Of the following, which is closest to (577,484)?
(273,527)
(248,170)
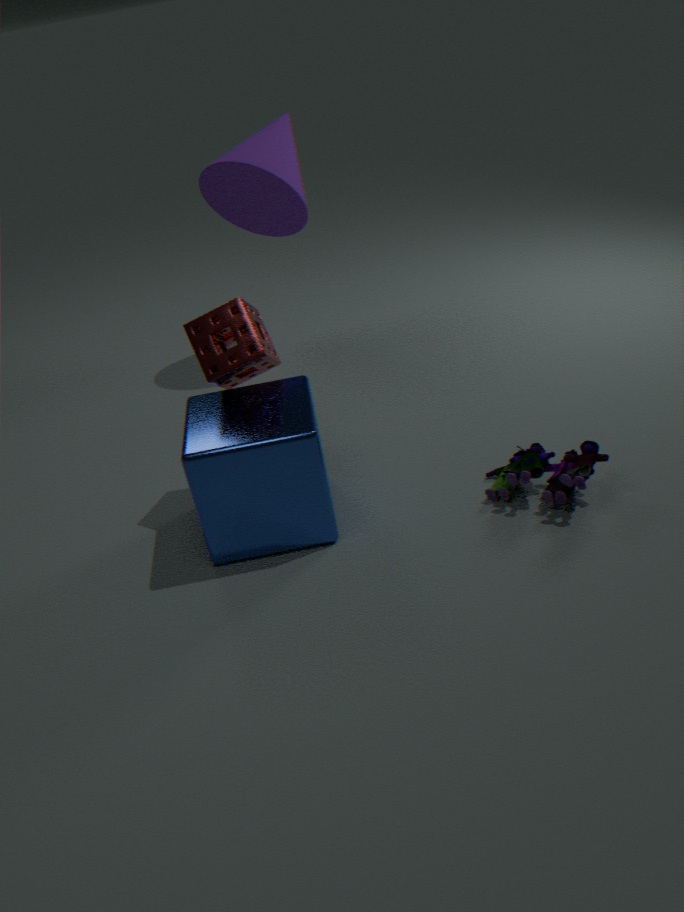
(273,527)
